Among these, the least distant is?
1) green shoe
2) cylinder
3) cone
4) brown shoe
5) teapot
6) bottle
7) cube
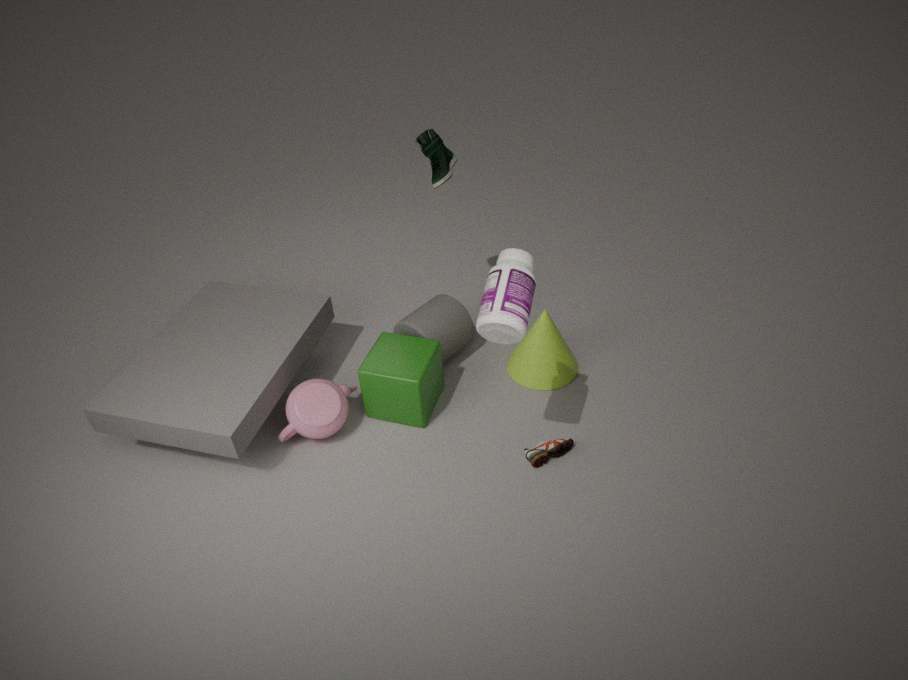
6
